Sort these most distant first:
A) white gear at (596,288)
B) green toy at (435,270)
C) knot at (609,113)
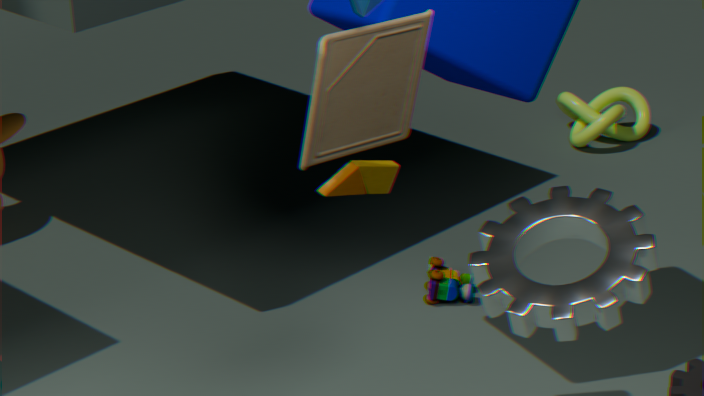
knot at (609,113)
green toy at (435,270)
white gear at (596,288)
